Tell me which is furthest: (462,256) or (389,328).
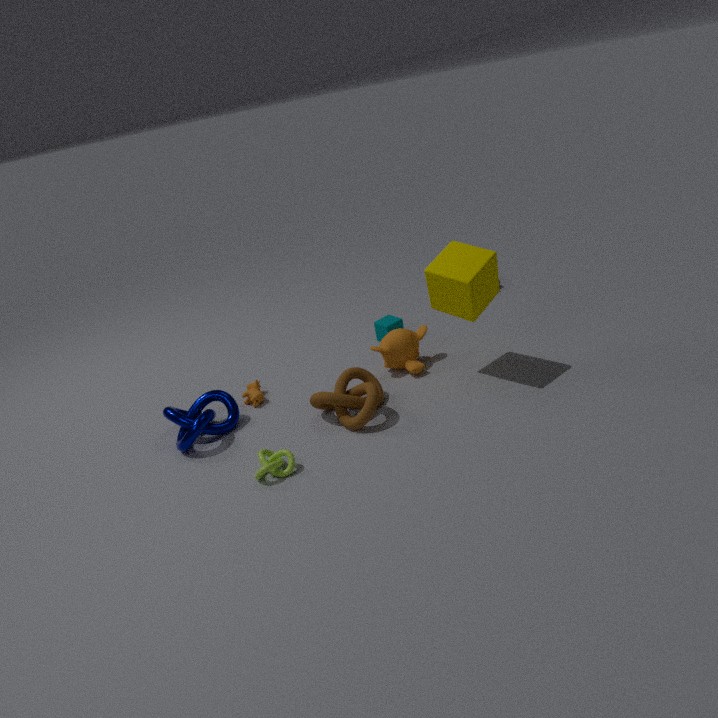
(389,328)
